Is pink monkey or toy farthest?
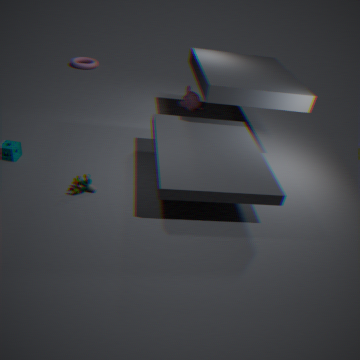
pink monkey
